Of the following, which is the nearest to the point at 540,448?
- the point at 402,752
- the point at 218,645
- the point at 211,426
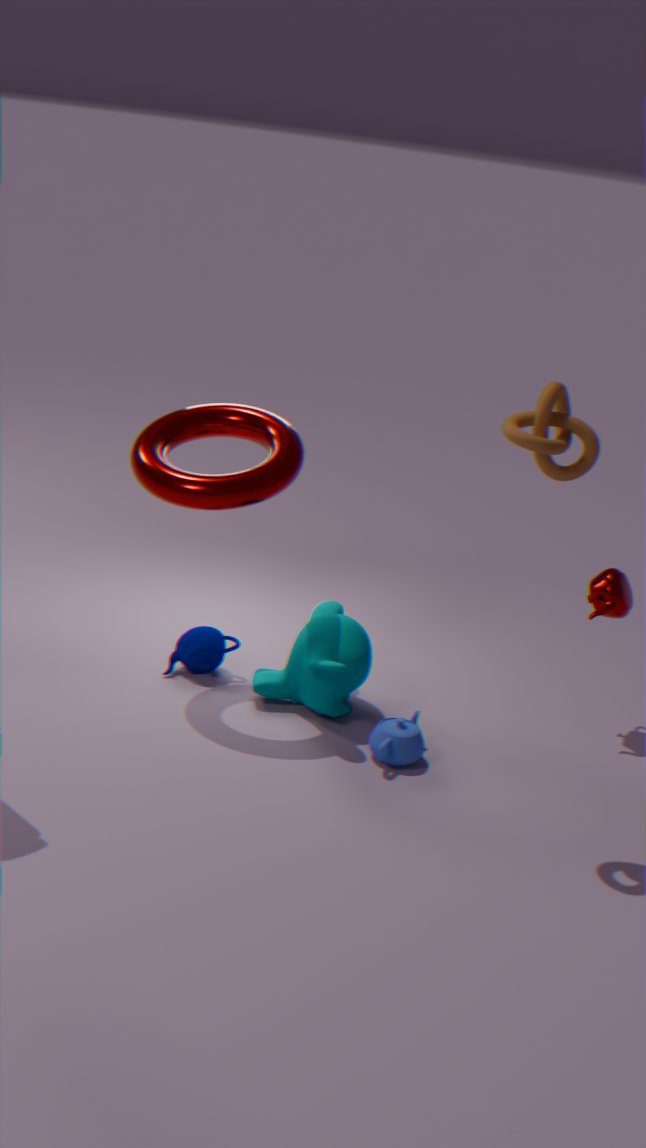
the point at 402,752
